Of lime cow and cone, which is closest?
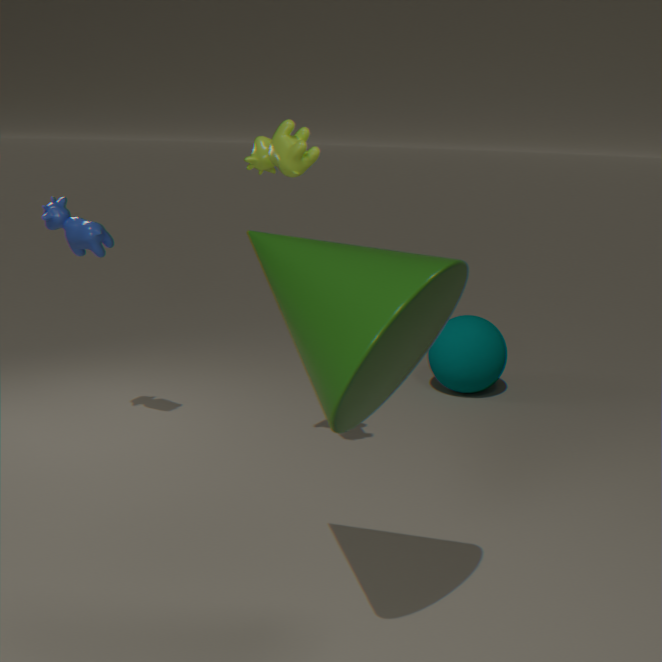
cone
